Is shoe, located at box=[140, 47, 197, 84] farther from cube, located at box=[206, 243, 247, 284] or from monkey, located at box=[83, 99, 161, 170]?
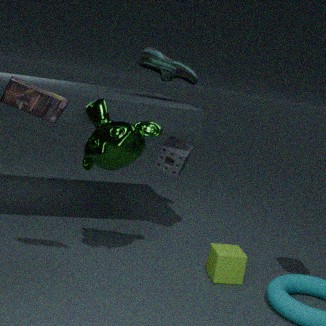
cube, located at box=[206, 243, 247, 284]
